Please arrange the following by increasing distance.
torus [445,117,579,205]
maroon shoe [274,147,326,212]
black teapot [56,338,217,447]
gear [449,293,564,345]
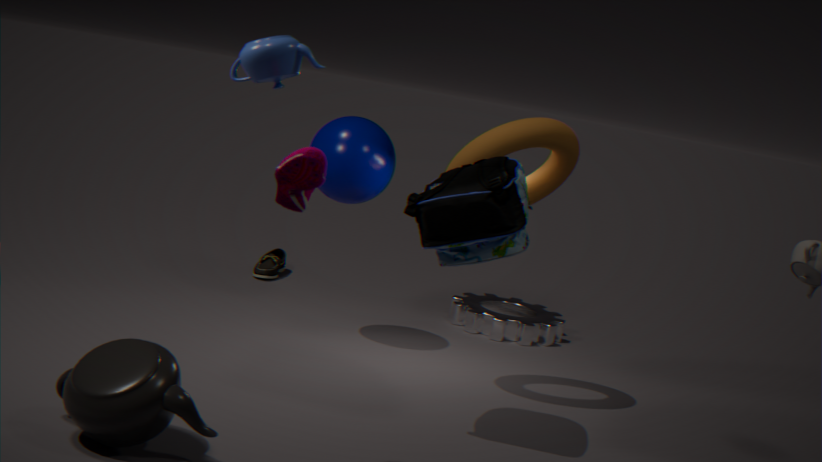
maroon shoe [274,147,326,212], black teapot [56,338,217,447], torus [445,117,579,205], gear [449,293,564,345]
